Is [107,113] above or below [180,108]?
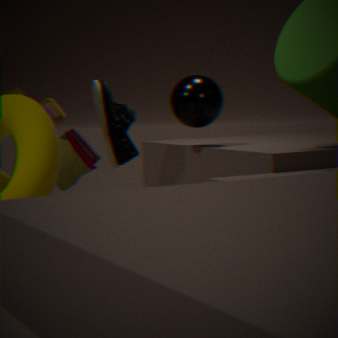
below
